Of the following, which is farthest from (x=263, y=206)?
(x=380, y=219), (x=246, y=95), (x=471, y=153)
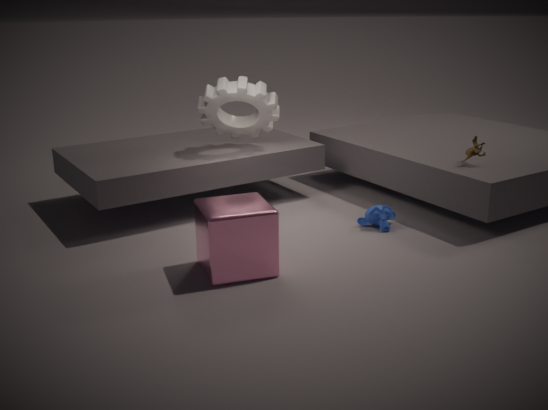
(x=471, y=153)
